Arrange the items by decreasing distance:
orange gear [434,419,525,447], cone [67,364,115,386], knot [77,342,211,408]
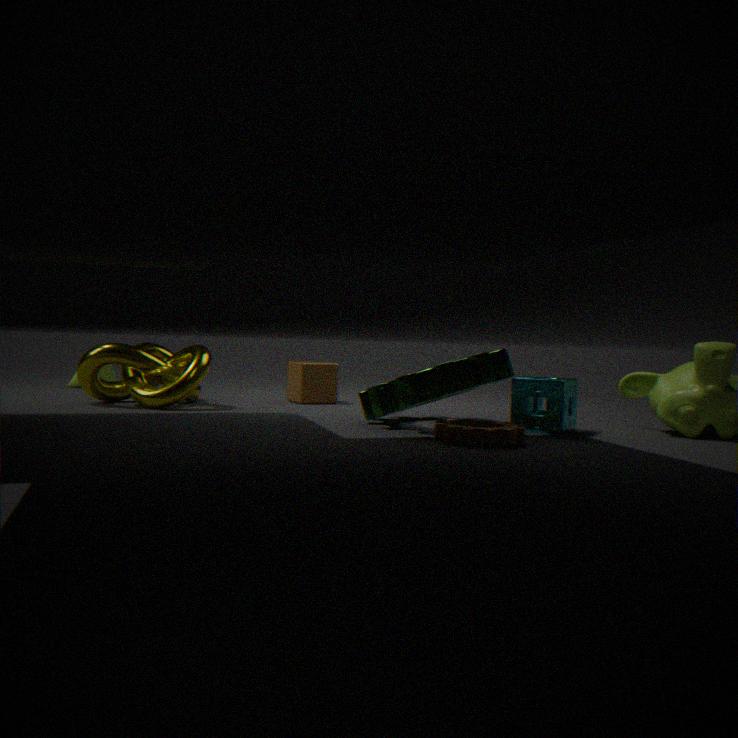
cone [67,364,115,386] → knot [77,342,211,408] → orange gear [434,419,525,447]
